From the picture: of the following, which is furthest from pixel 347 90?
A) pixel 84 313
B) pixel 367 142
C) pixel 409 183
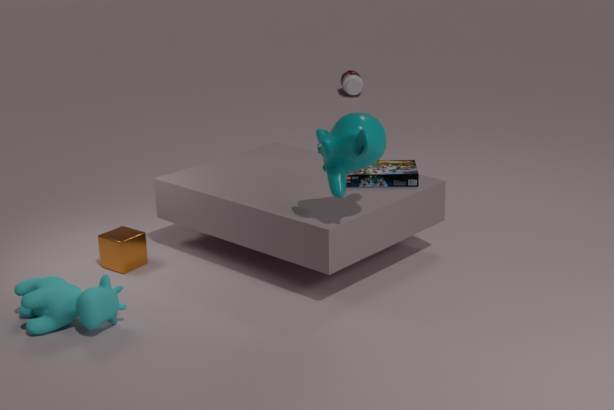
pixel 84 313
